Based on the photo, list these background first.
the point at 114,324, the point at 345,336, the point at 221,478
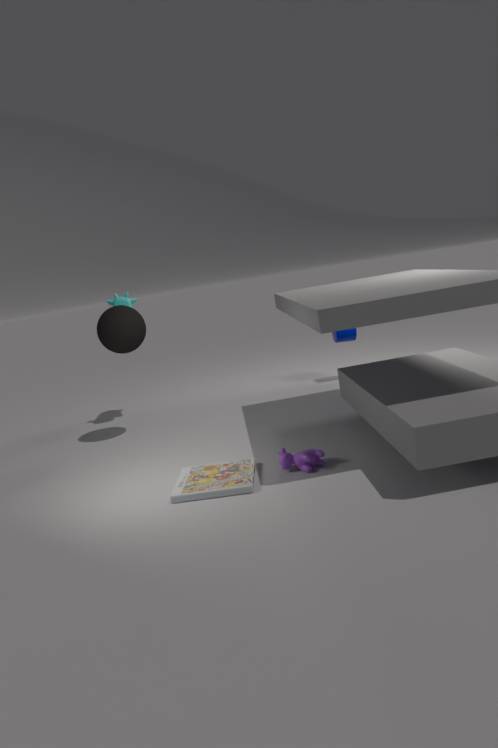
1. the point at 345,336
2. the point at 114,324
3. the point at 221,478
